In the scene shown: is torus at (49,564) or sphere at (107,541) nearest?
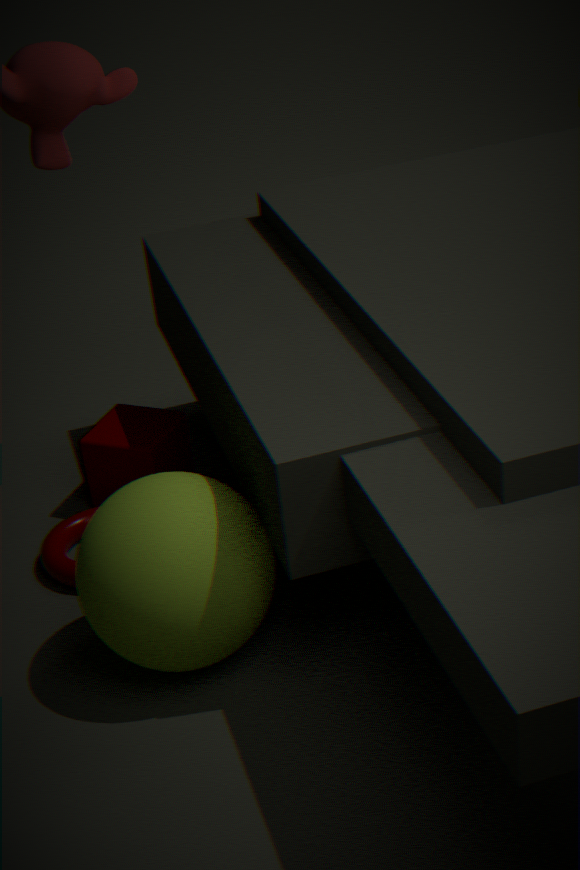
sphere at (107,541)
